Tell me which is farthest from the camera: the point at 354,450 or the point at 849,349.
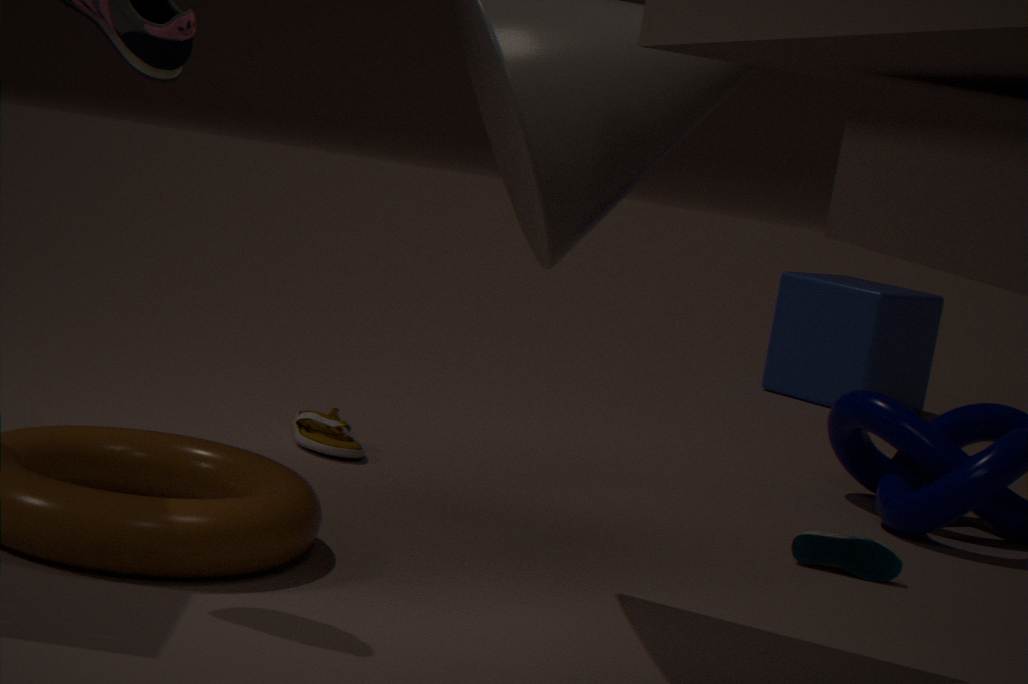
the point at 849,349
